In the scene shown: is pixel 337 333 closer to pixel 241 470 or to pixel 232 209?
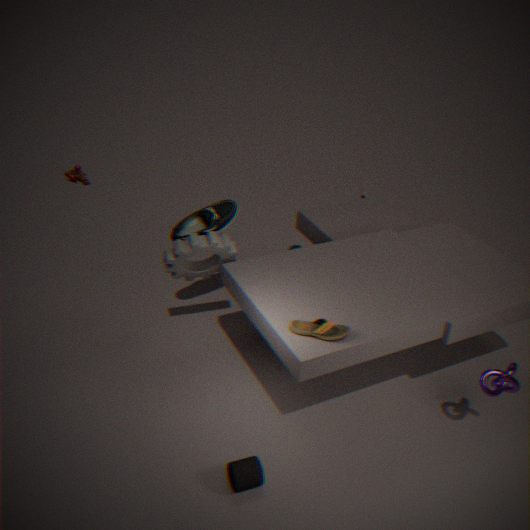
pixel 241 470
